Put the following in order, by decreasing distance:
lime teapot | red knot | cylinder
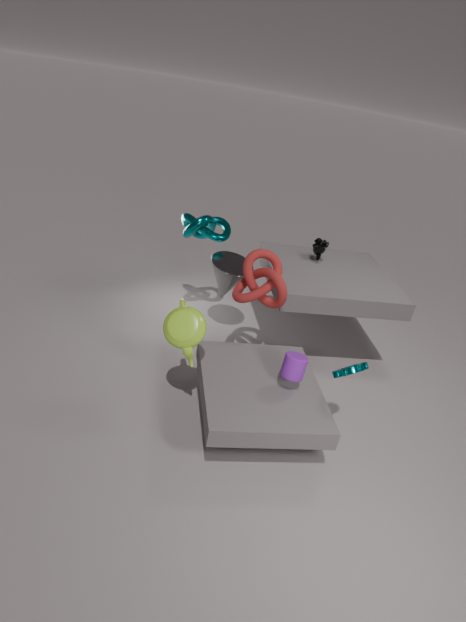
red knot
cylinder
lime teapot
